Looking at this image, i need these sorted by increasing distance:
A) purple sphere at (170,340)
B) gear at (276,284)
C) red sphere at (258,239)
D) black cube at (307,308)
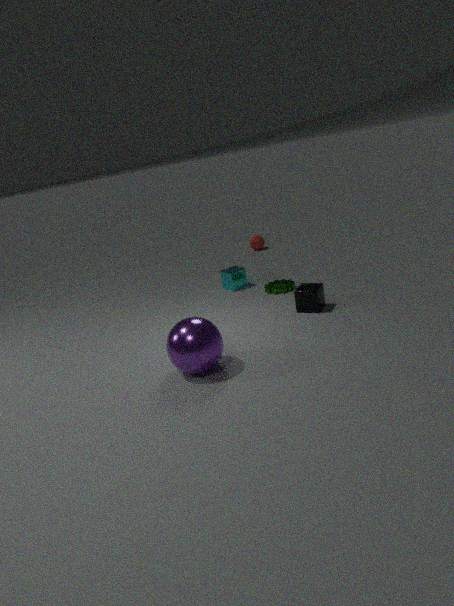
purple sphere at (170,340), black cube at (307,308), gear at (276,284), red sphere at (258,239)
